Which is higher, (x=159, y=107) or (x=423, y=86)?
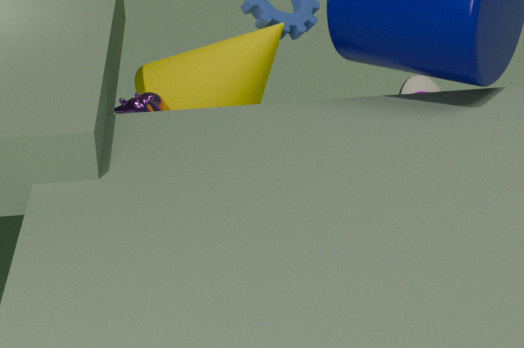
(x=159, y=107)
